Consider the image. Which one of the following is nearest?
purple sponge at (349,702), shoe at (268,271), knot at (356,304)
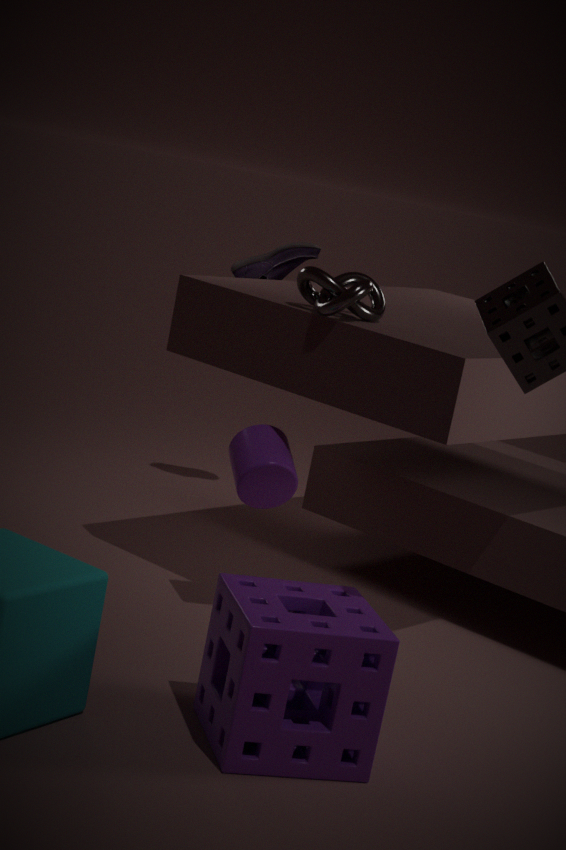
purple sponge at (349,702)
